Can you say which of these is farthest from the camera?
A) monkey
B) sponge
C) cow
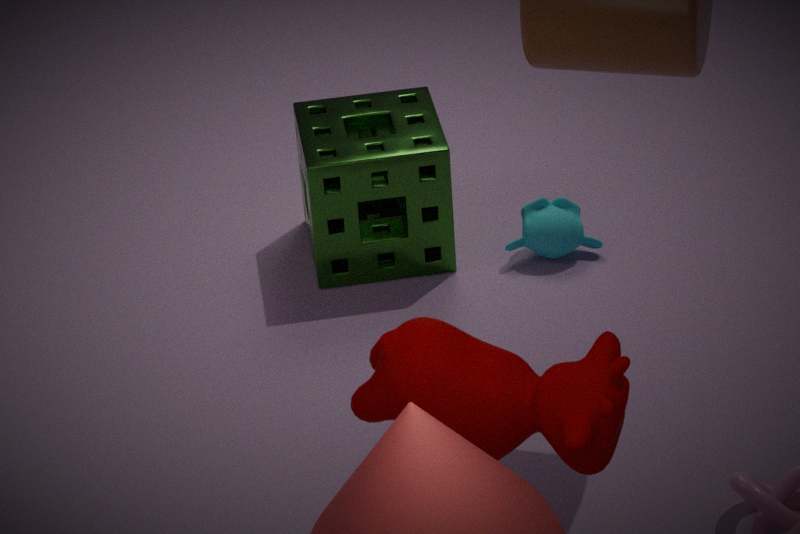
monkey
